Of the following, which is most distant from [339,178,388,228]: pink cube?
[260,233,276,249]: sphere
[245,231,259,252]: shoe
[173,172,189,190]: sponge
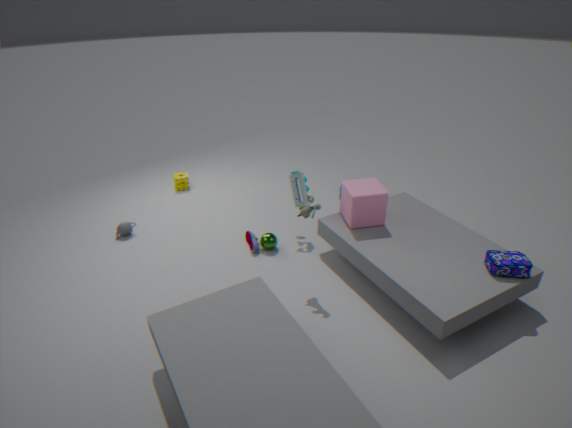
[173,172,189,190]: sponge
